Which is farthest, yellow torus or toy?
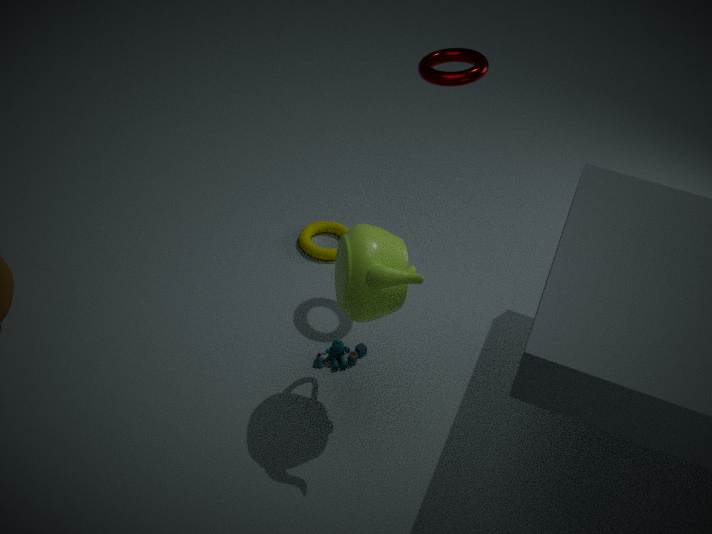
yellow torus
